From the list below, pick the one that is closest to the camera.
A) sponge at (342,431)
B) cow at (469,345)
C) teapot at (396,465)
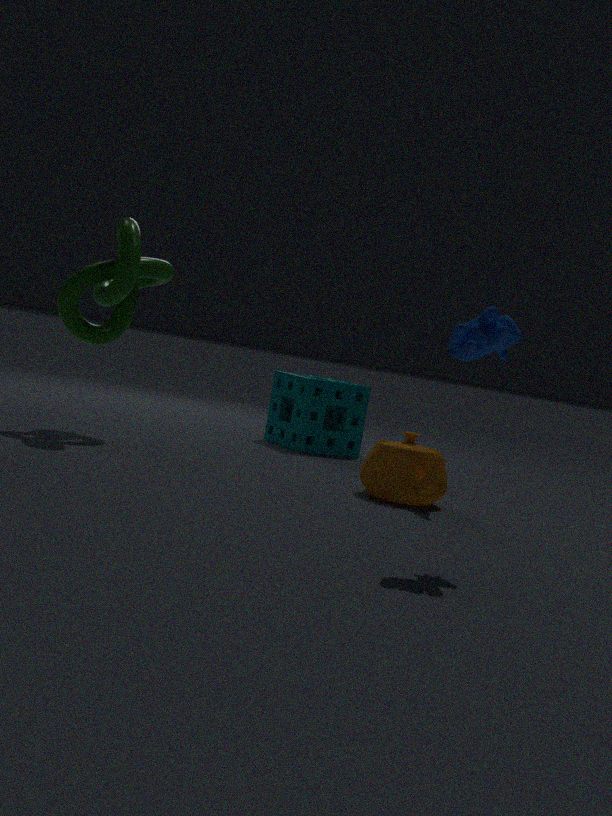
cow at (469,345)
